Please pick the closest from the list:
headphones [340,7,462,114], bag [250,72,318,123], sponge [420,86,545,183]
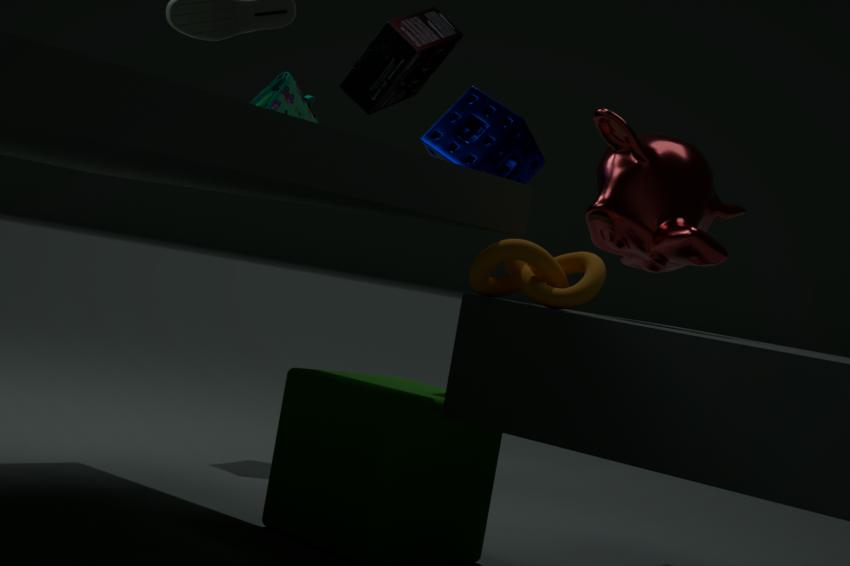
headphones [340,7,462,114]
